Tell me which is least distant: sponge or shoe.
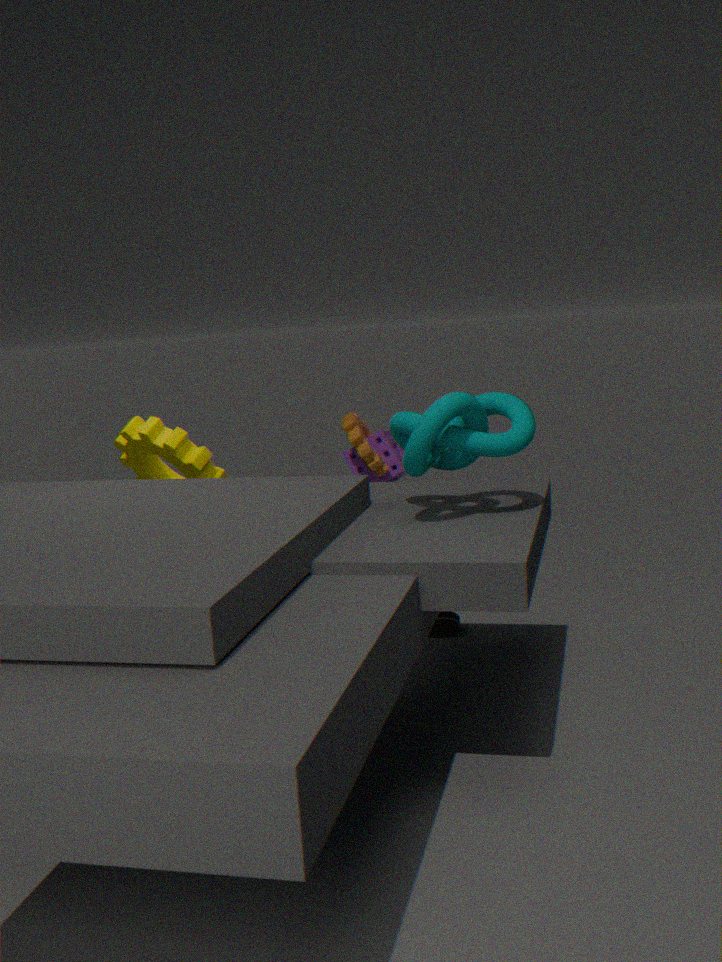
shoe
